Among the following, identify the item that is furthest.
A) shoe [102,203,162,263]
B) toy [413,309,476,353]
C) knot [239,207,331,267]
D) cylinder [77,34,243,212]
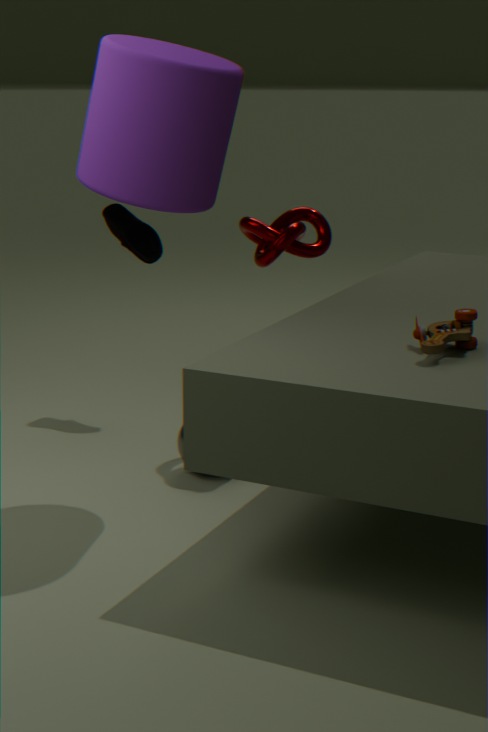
shoe [102,203,162,263]
